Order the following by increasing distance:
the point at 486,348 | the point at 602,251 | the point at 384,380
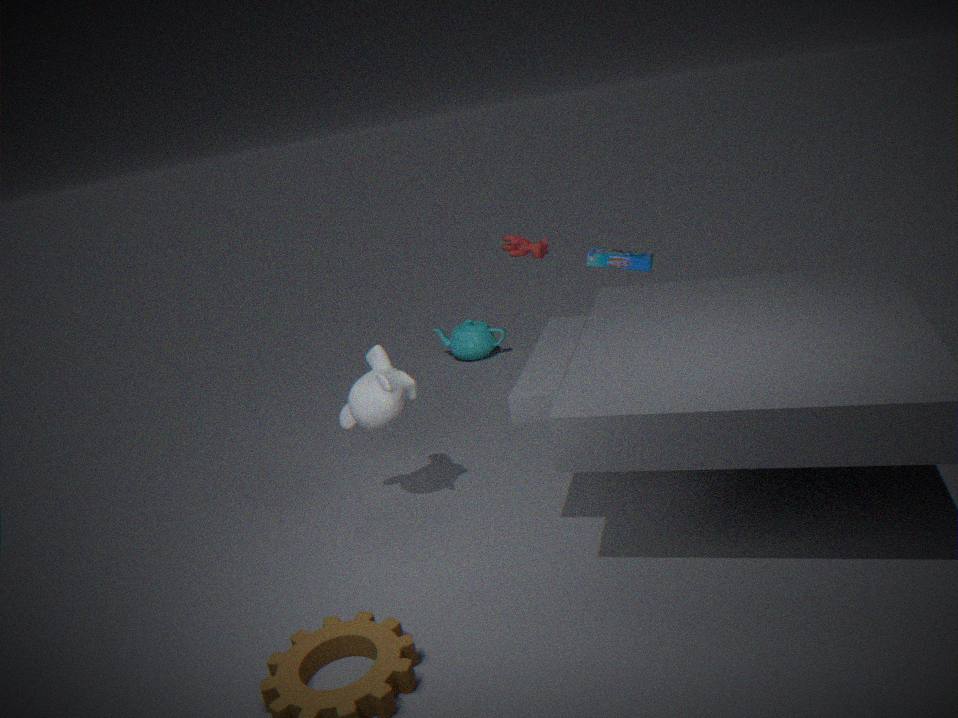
1. the point at 384,380
2. the point at 602,251
3. the point at 486,348
